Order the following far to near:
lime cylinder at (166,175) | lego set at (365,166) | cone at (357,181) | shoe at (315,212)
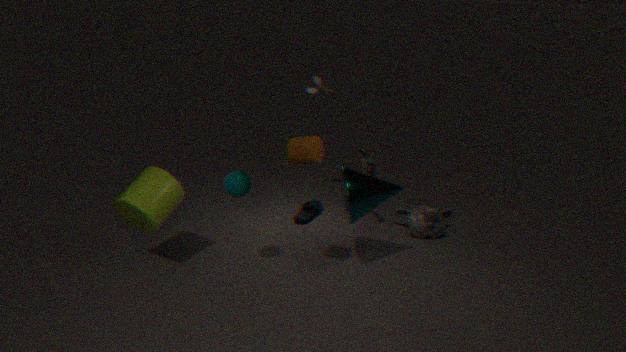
shoe at (315,212), lego set at (365,166), lime cylinder at (166,175), cone at (357,181)
